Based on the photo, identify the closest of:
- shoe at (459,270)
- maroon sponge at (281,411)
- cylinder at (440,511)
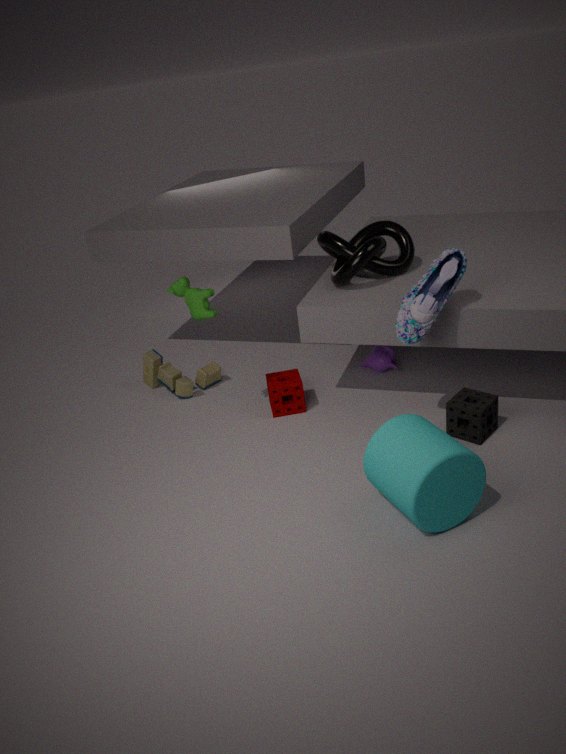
cylinder at (440,511)
